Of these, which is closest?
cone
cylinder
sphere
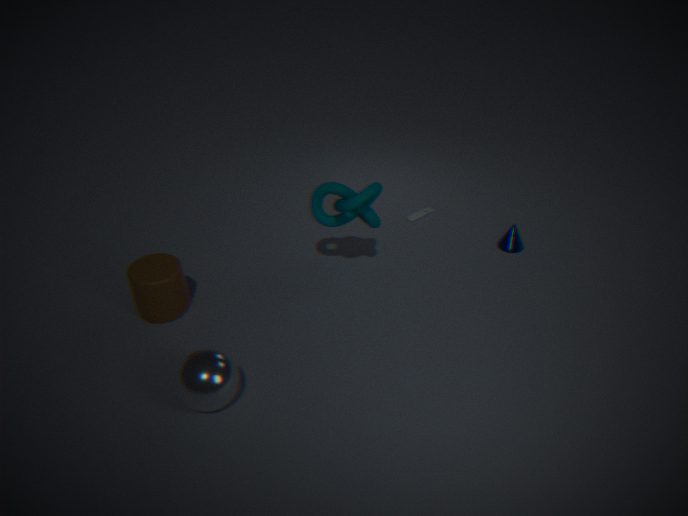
sphere
